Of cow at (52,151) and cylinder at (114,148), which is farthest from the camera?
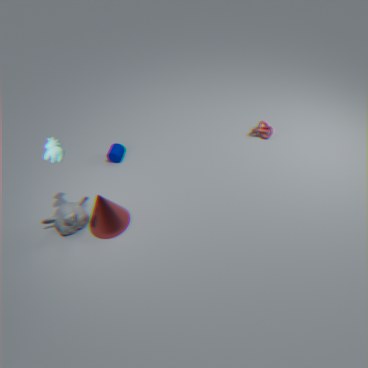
cylinder at (114,148)
